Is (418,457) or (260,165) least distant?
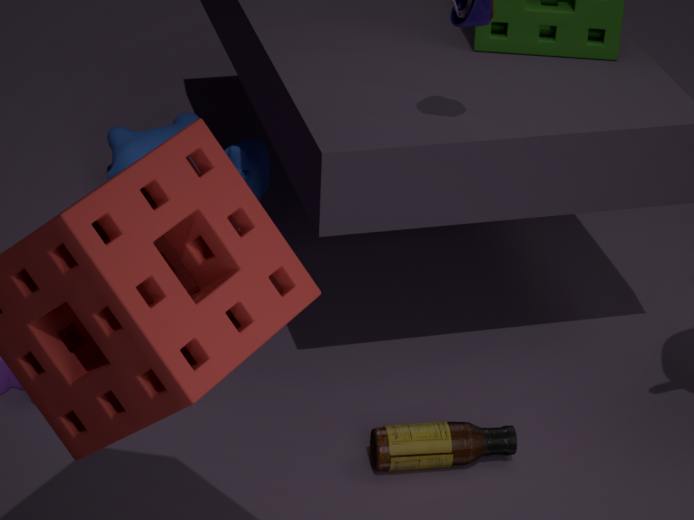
(418,457)
